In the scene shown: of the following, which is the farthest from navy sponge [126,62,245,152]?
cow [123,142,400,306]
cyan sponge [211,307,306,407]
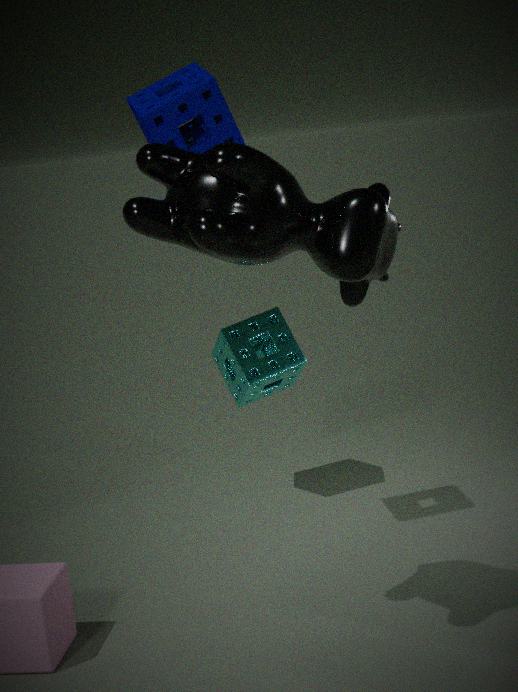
cyan sponge [211,307,306,407]
